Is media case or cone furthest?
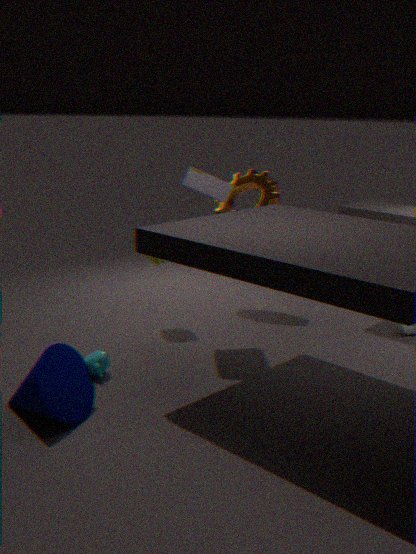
media case
